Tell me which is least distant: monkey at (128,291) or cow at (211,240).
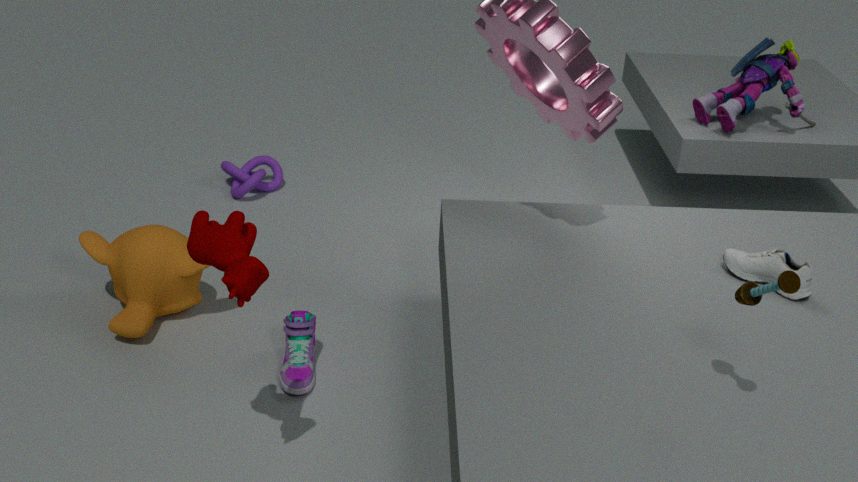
cow at (211,240)
